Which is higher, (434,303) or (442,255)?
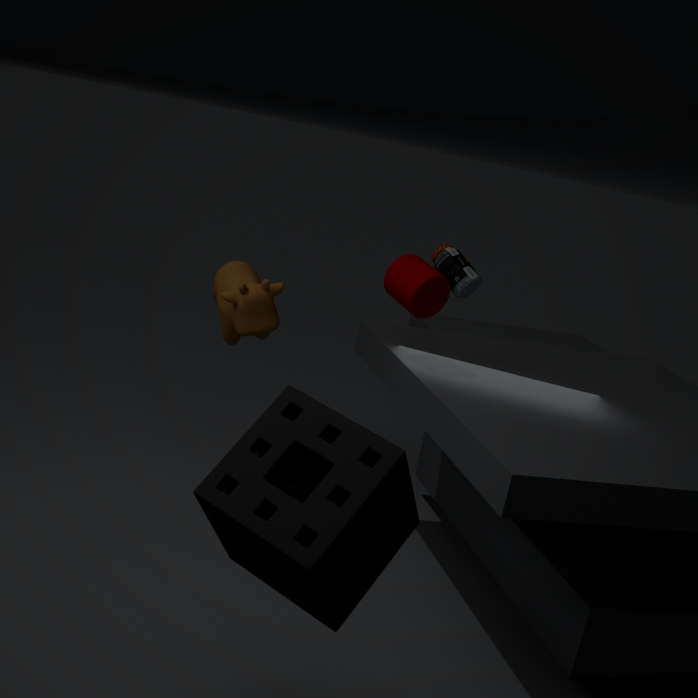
(434,303)
